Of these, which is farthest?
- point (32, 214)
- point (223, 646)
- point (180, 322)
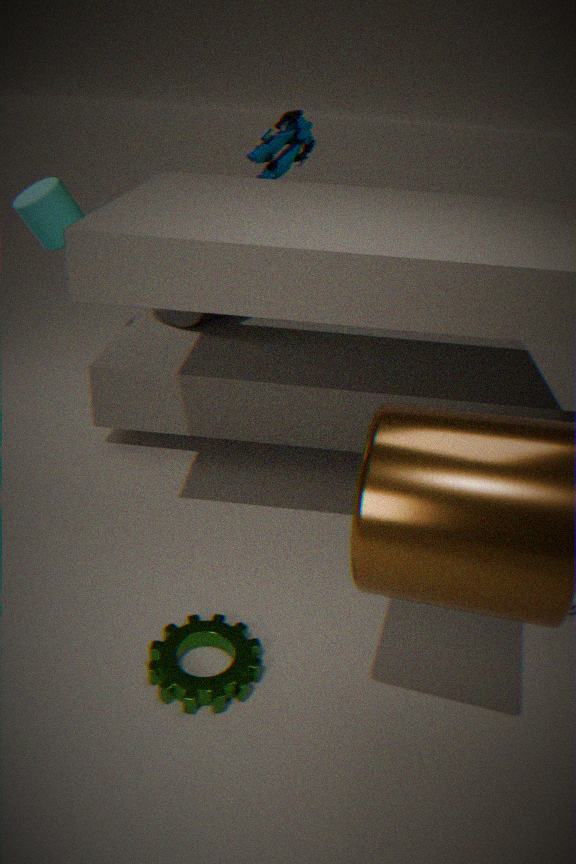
point (180, 322)
